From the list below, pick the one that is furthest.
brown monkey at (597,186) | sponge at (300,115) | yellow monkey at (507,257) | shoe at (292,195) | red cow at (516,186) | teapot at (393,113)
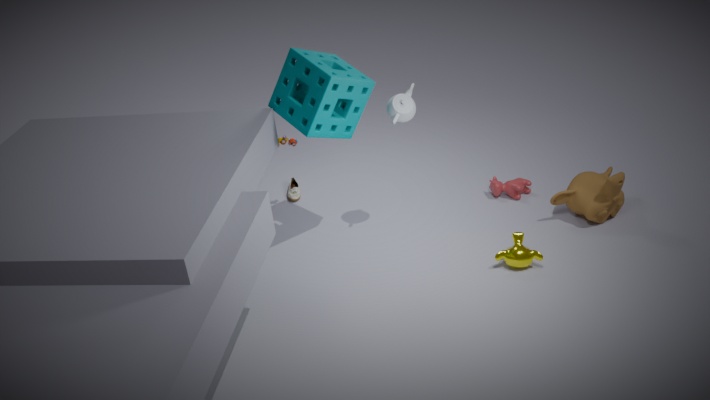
shoe at (292,195)
